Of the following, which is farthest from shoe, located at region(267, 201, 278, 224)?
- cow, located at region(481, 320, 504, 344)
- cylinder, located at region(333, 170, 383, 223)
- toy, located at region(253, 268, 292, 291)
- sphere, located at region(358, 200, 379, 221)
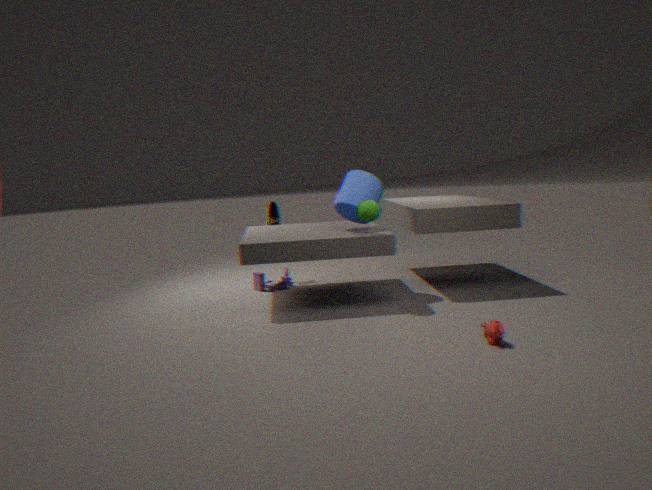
cow, located at region(481, 320, 504, 344)
